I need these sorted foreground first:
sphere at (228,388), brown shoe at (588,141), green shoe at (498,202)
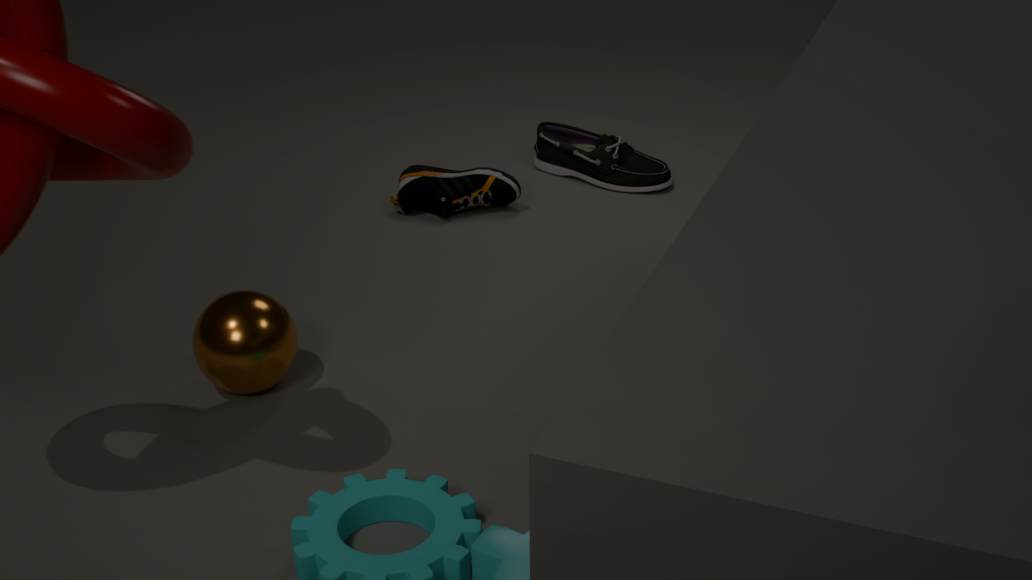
1. sphere at (228,388)
2. green shoe at (498,202)
3. brown shoe at (588,141)
